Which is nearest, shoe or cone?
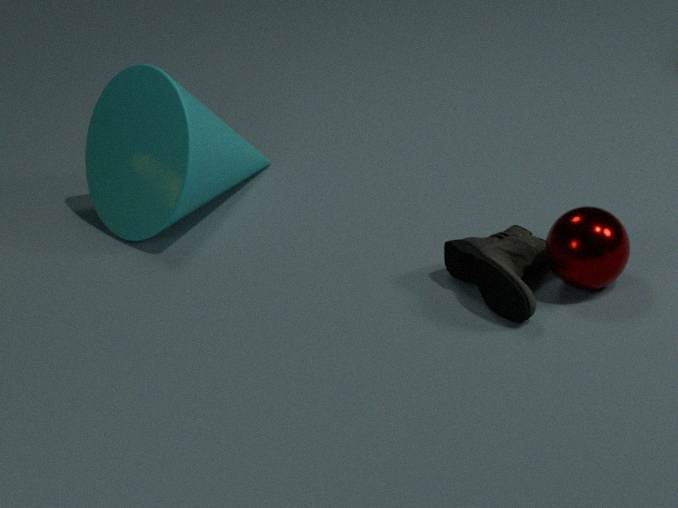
shoe
